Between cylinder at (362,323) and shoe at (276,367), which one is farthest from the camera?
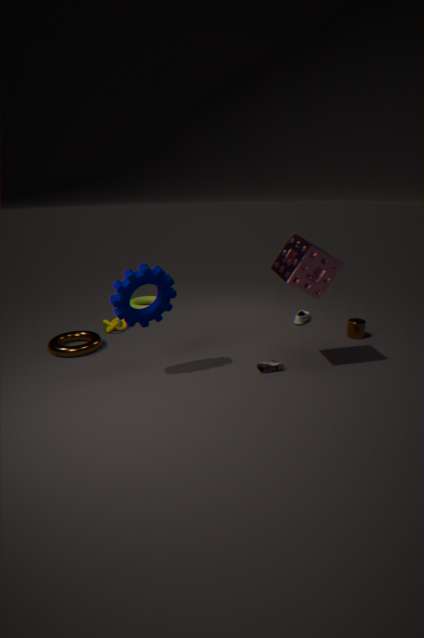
cylinder at (362,323)
